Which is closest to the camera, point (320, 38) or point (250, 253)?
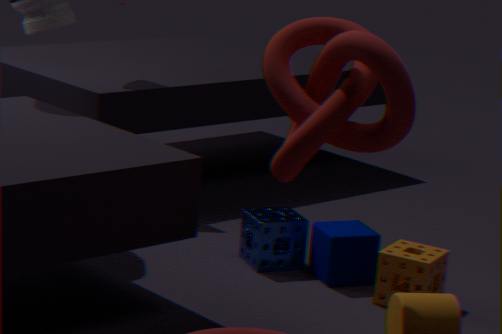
point (320, 38)
